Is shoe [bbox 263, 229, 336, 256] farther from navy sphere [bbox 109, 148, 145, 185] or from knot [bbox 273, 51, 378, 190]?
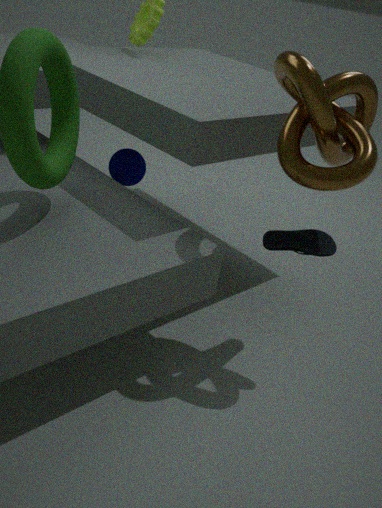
navy sphere [bbox 109, 148, 145, 185]
